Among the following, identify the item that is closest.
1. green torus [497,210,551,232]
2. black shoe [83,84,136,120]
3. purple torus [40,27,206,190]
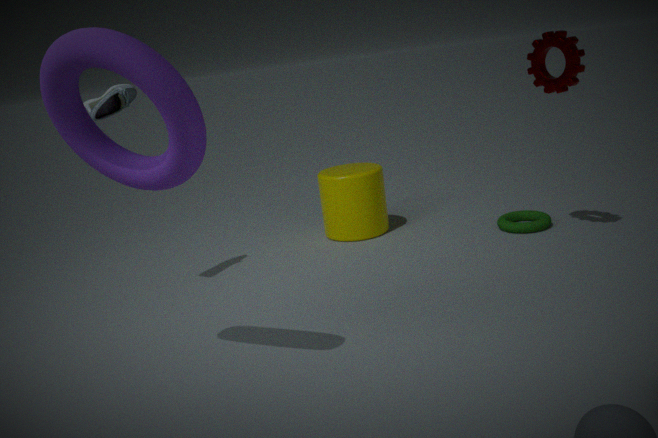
purple torus [40,27,206,190]
